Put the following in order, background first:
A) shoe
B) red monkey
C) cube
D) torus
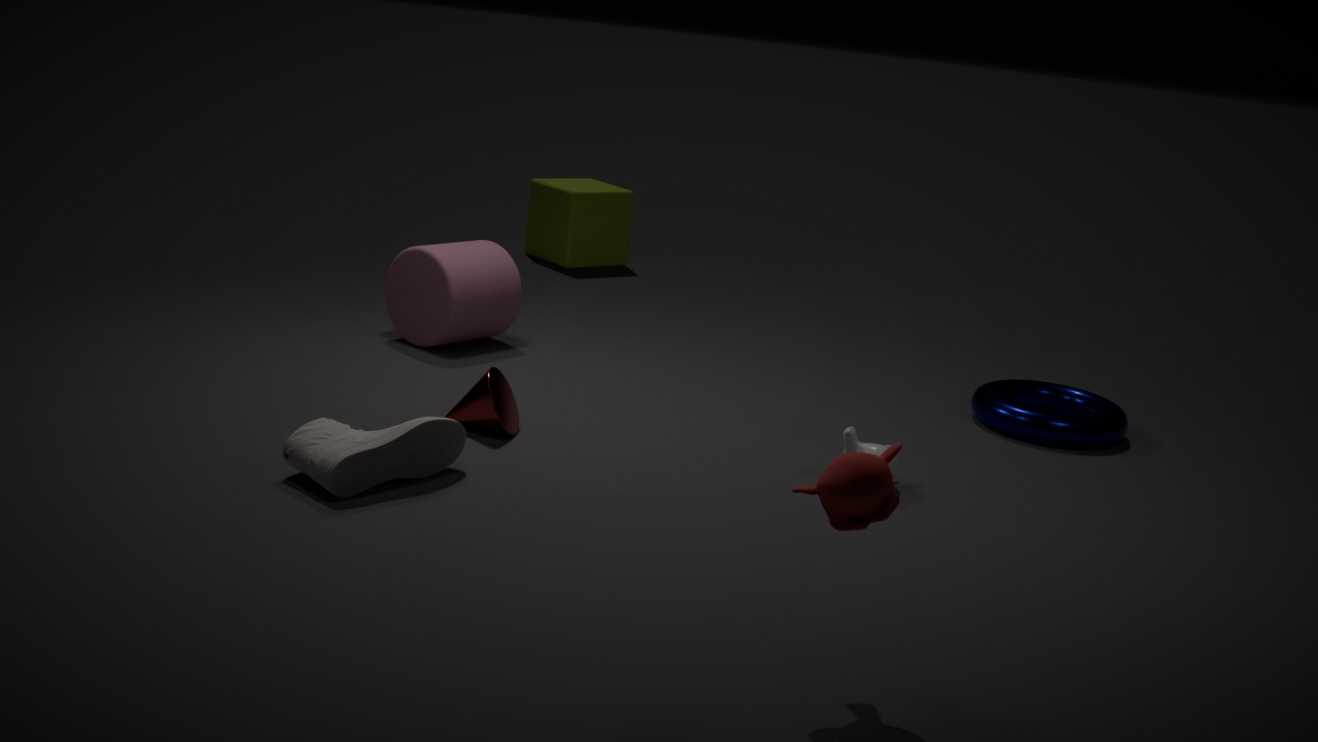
C. cube → D. torus → A. shoe → B. red monkey
